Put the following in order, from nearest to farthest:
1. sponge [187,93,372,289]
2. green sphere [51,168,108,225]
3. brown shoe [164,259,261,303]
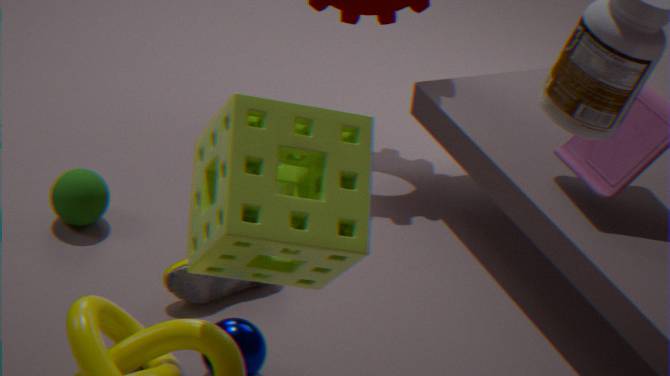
sponge [187,93,372,289] < brown shoe [164,259,261,303] < green sphere [51,168,108,225]
